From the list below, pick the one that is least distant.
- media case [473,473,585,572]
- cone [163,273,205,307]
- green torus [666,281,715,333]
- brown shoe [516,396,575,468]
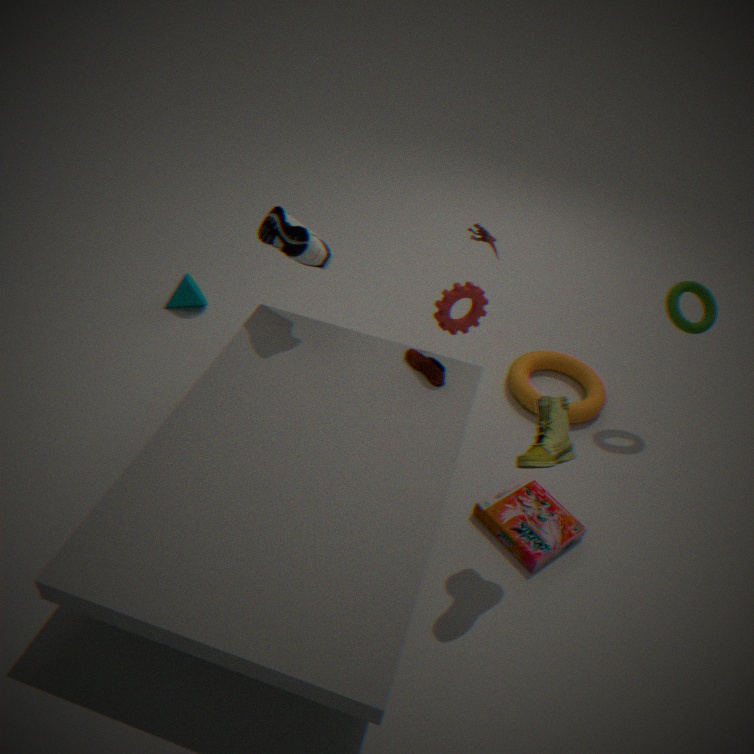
brown shoe [516,396,575,468]
